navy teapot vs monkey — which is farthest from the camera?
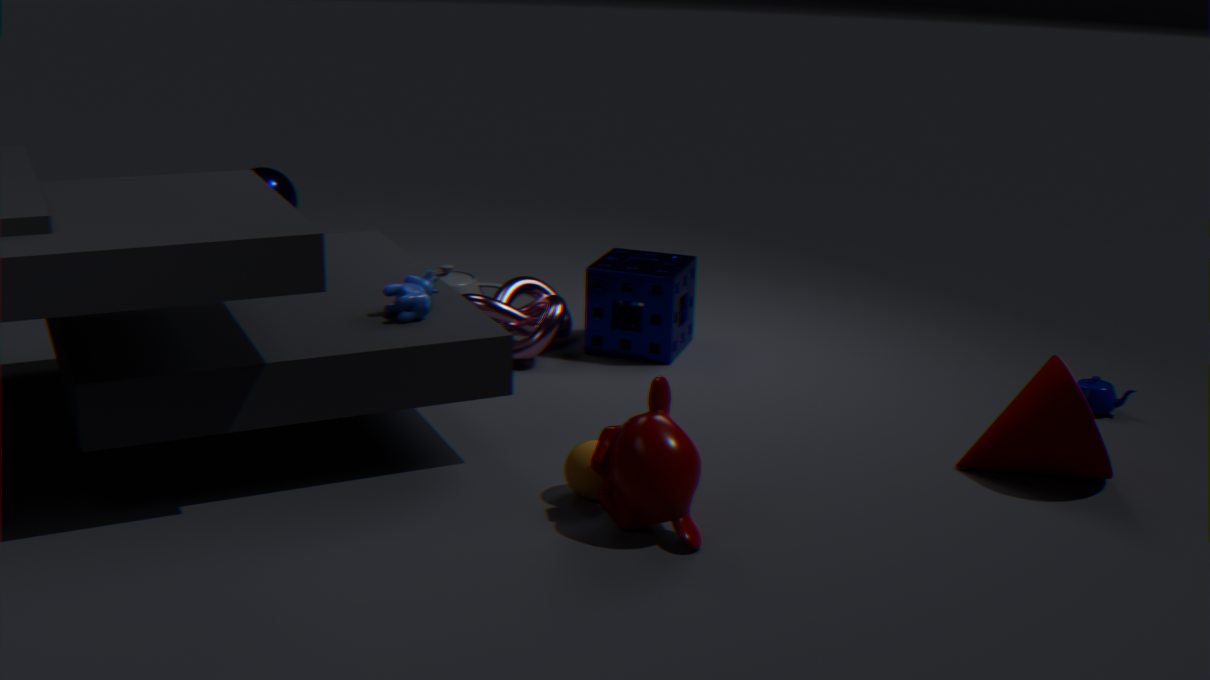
navy teapot
